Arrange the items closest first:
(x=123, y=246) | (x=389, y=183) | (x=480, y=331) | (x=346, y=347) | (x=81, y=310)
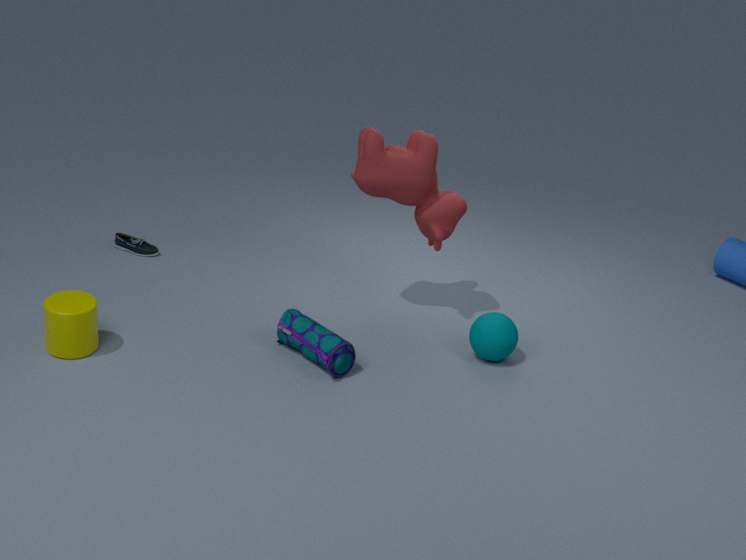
(x=81, y=310) → (x=346, y=347) → (x=480, y=331) → (x=389, y=183) → (x=123, y=246)
